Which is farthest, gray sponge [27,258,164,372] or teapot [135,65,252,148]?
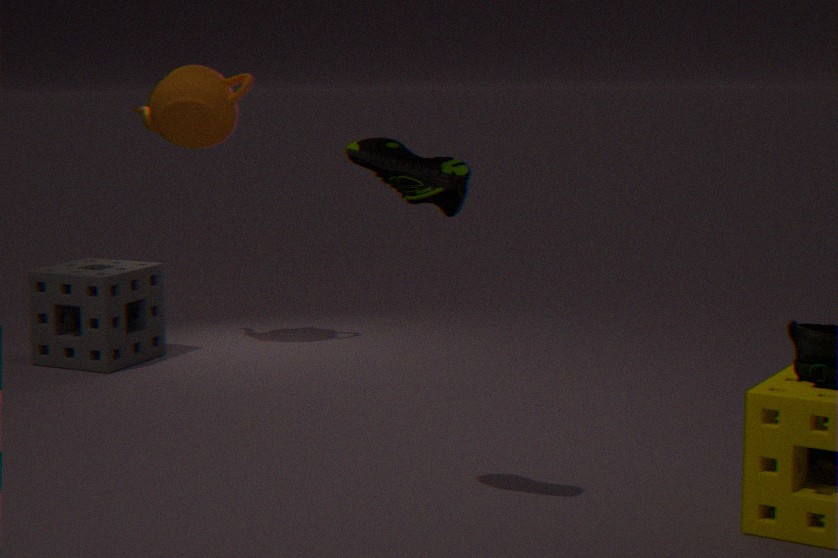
teapot [135,65,252,148]
